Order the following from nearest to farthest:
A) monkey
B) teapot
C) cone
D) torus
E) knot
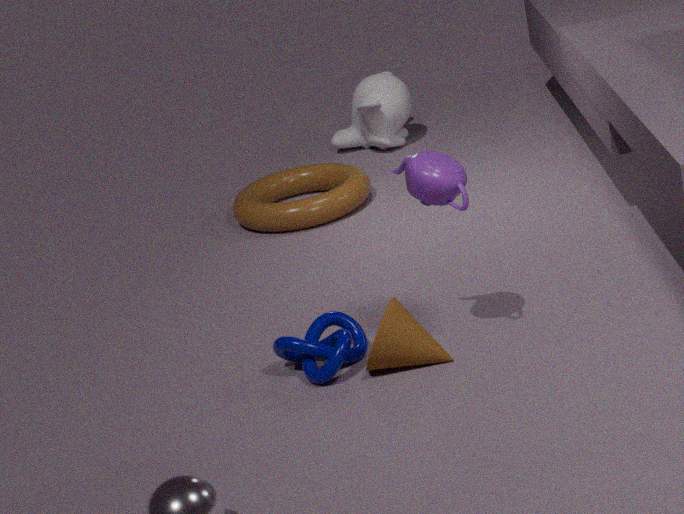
teapot → cone → knot → torus → monkey
